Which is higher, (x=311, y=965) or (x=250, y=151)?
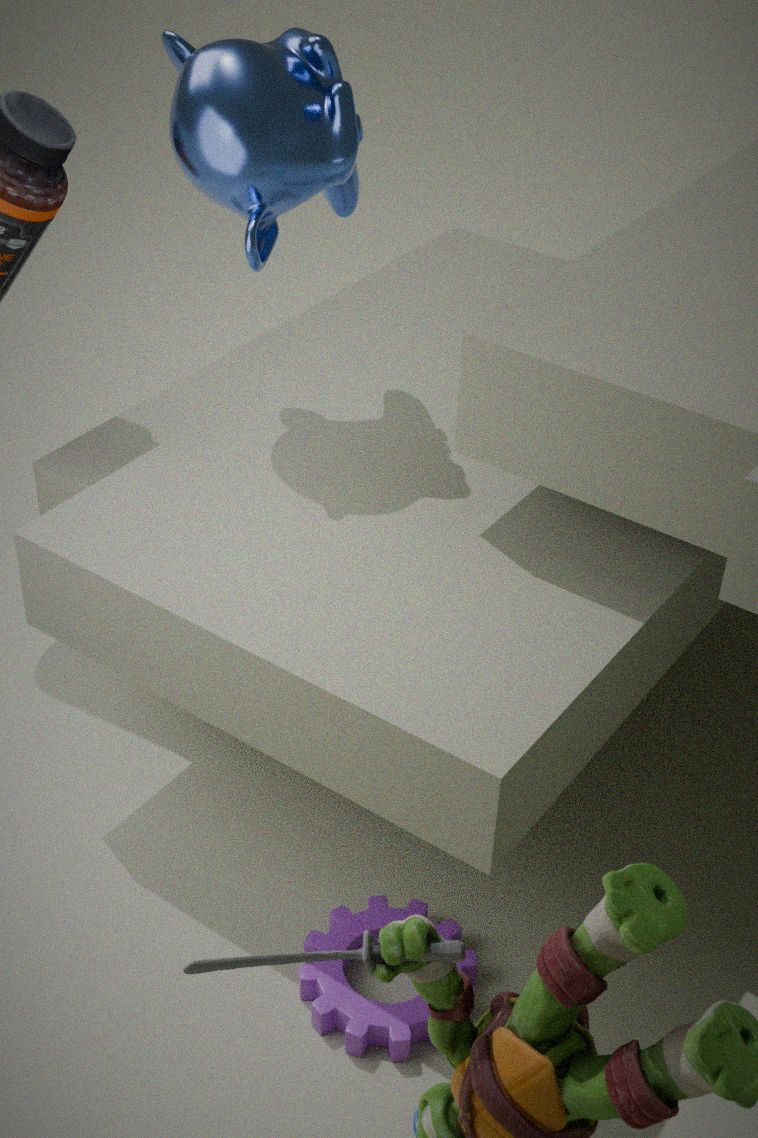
(x=250, y=151)
